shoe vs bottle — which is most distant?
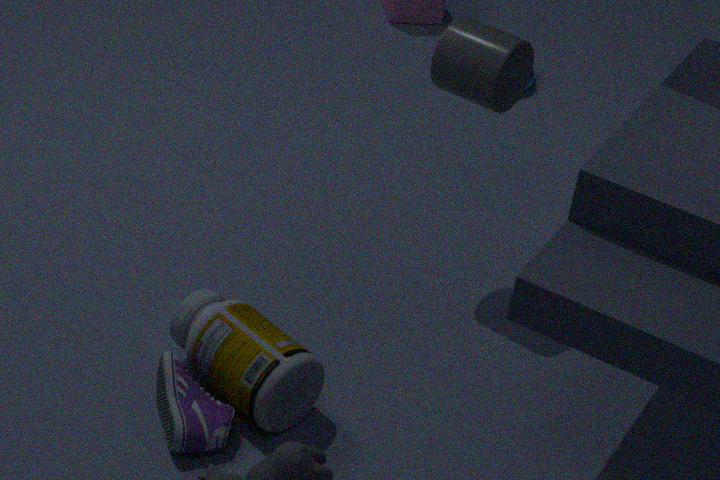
bottle
